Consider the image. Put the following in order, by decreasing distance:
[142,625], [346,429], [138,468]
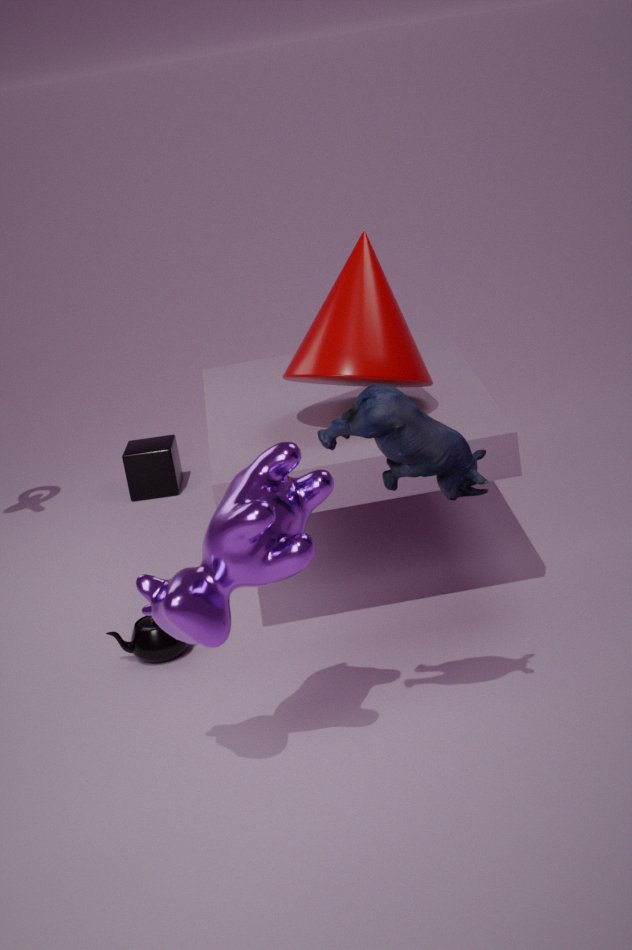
[138,468]
[142,625]
[346,429]
